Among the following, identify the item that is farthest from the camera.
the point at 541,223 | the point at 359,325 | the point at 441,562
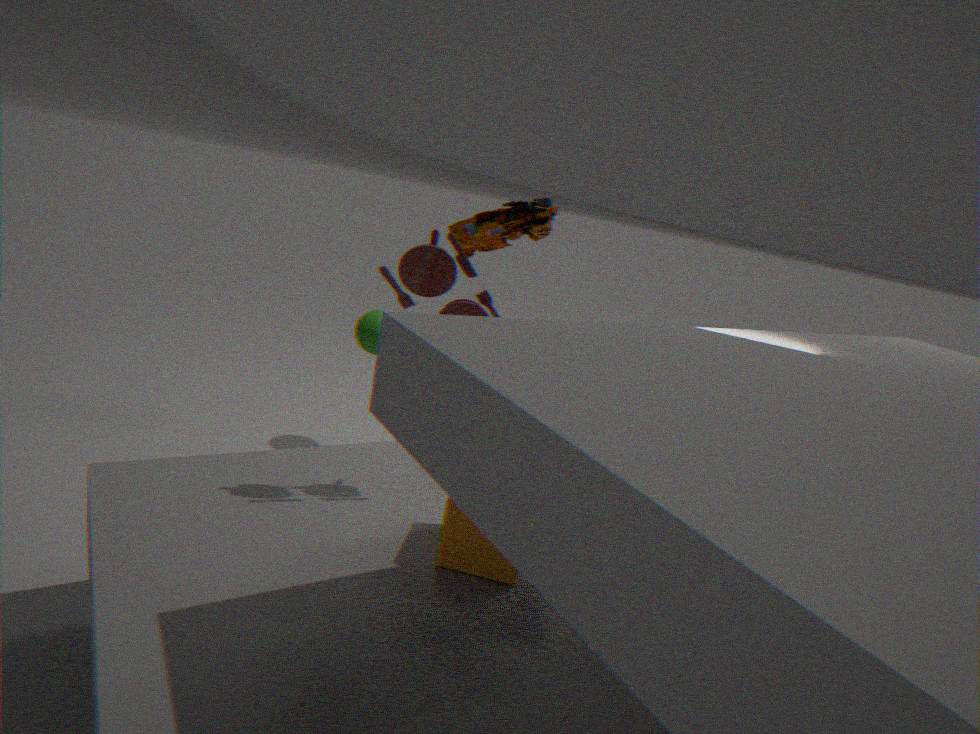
the point at 359,325
